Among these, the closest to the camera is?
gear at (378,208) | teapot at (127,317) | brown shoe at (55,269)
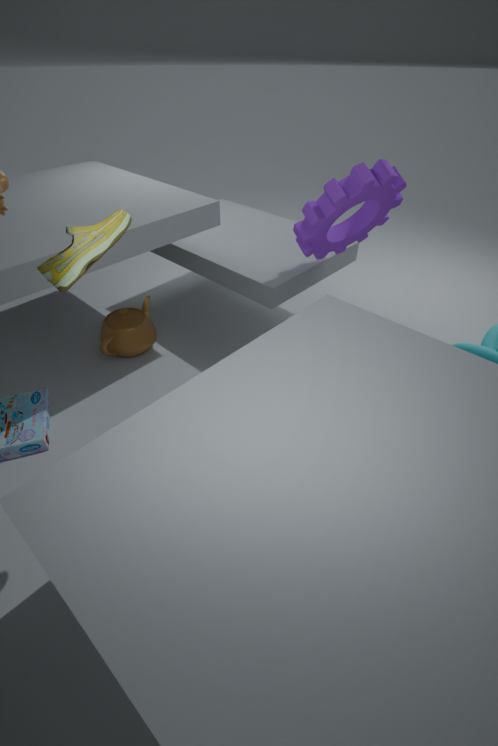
brown shoe at (55,269)
